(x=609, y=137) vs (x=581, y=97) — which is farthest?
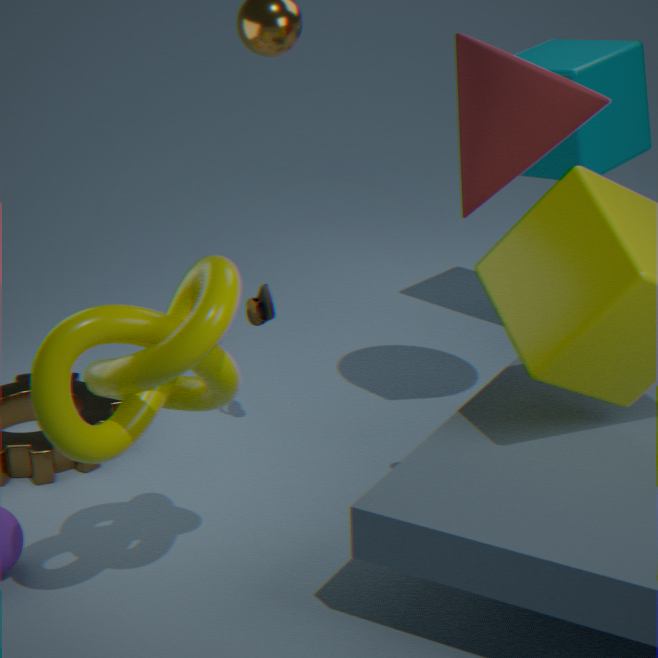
(x=609, y=137)
